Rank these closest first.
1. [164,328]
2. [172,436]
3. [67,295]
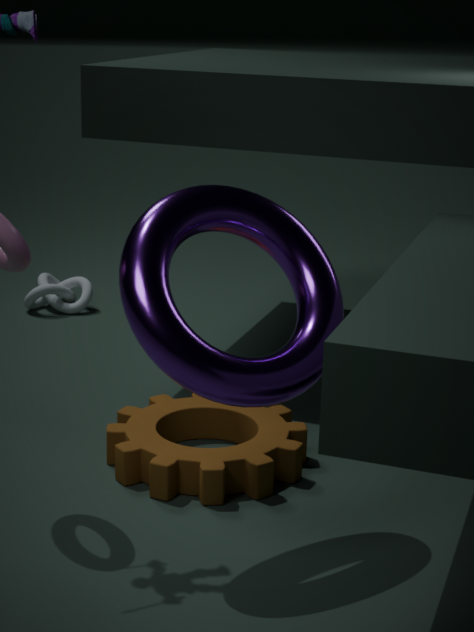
Result: [164,328], [172,436], [67,295]
